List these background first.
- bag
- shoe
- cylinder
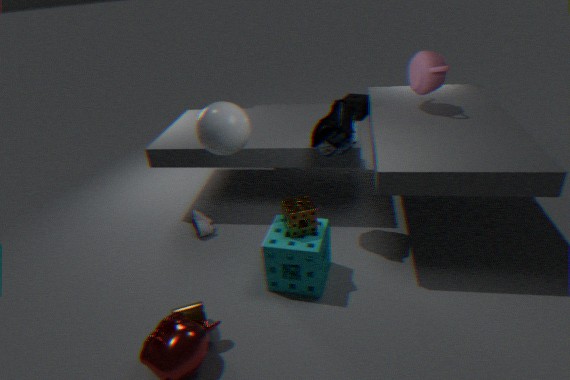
shoe, bag, cylinder
